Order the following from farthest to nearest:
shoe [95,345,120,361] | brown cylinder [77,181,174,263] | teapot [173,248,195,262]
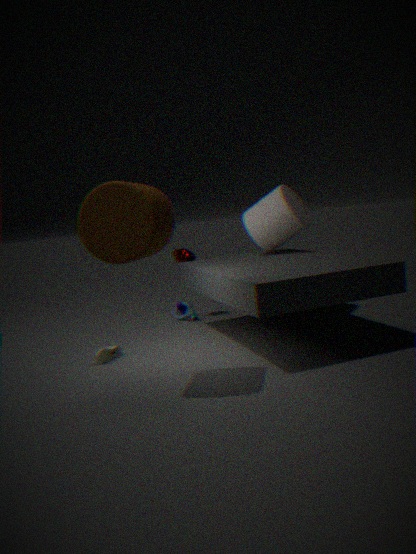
teapot [173,248,195,262], shoe [95,345,120,361], brown cylinder [77,181,174,263]
